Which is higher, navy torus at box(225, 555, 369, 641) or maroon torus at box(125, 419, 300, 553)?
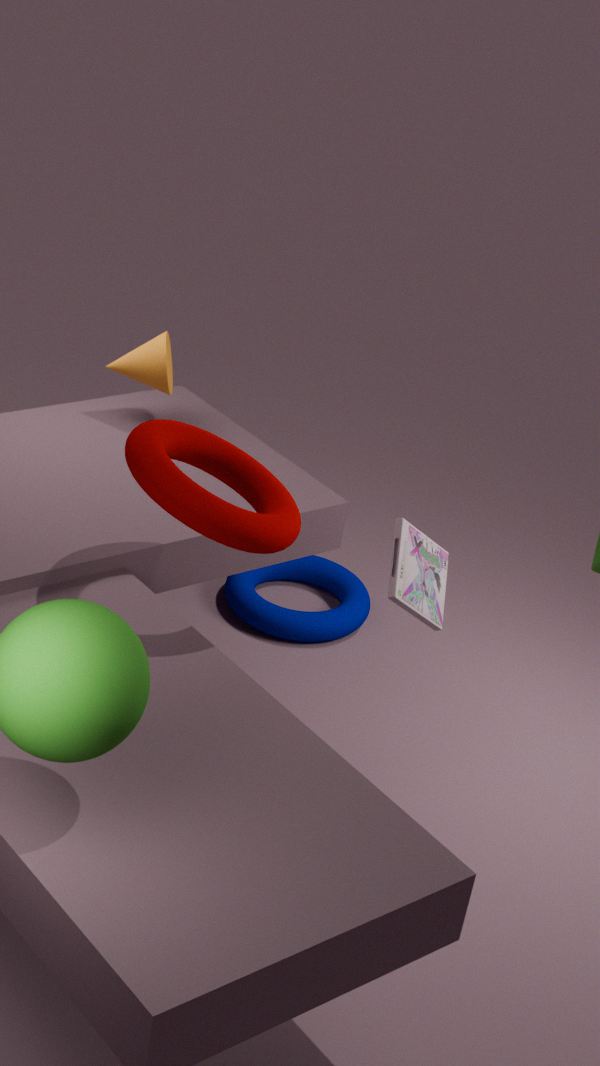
maroon torus at box(125, 419, 300, 553)
